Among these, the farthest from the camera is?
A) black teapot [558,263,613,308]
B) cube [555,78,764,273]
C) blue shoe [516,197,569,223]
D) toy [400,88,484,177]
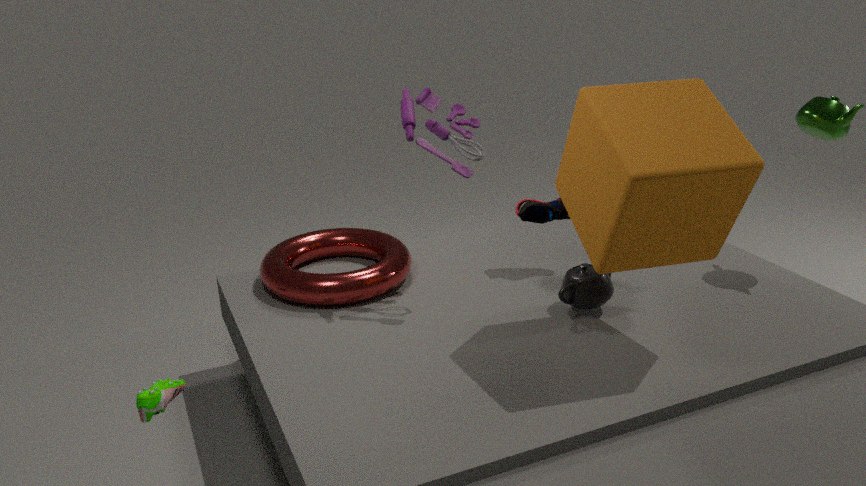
blue shoe [516,197,569,223]
